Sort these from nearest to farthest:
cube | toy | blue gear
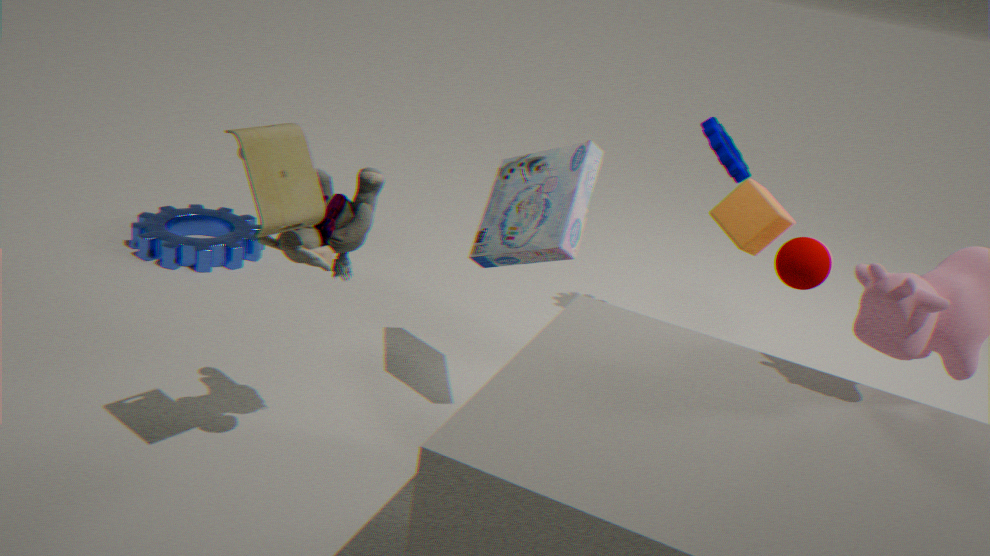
toy
cube
blue gear
